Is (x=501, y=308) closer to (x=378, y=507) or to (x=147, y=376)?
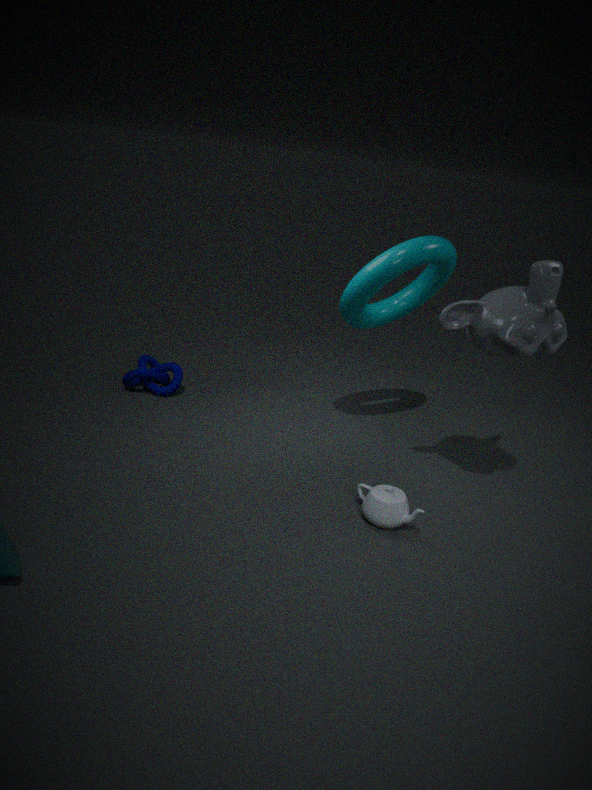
(x=378, y=507)
